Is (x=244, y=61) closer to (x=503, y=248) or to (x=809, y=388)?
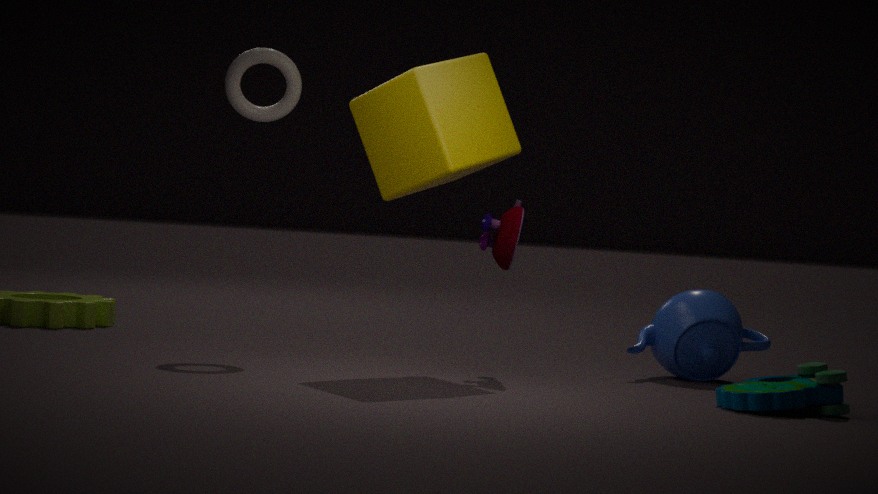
(x=503, y=248)
